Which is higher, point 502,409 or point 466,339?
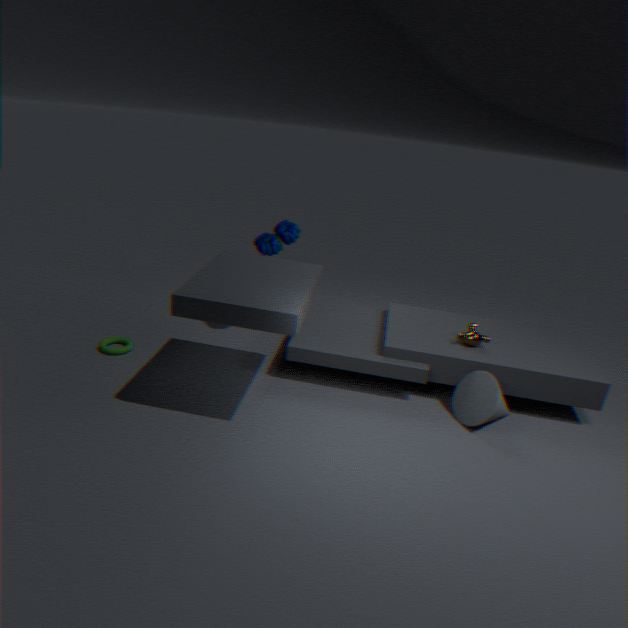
point 466,339
